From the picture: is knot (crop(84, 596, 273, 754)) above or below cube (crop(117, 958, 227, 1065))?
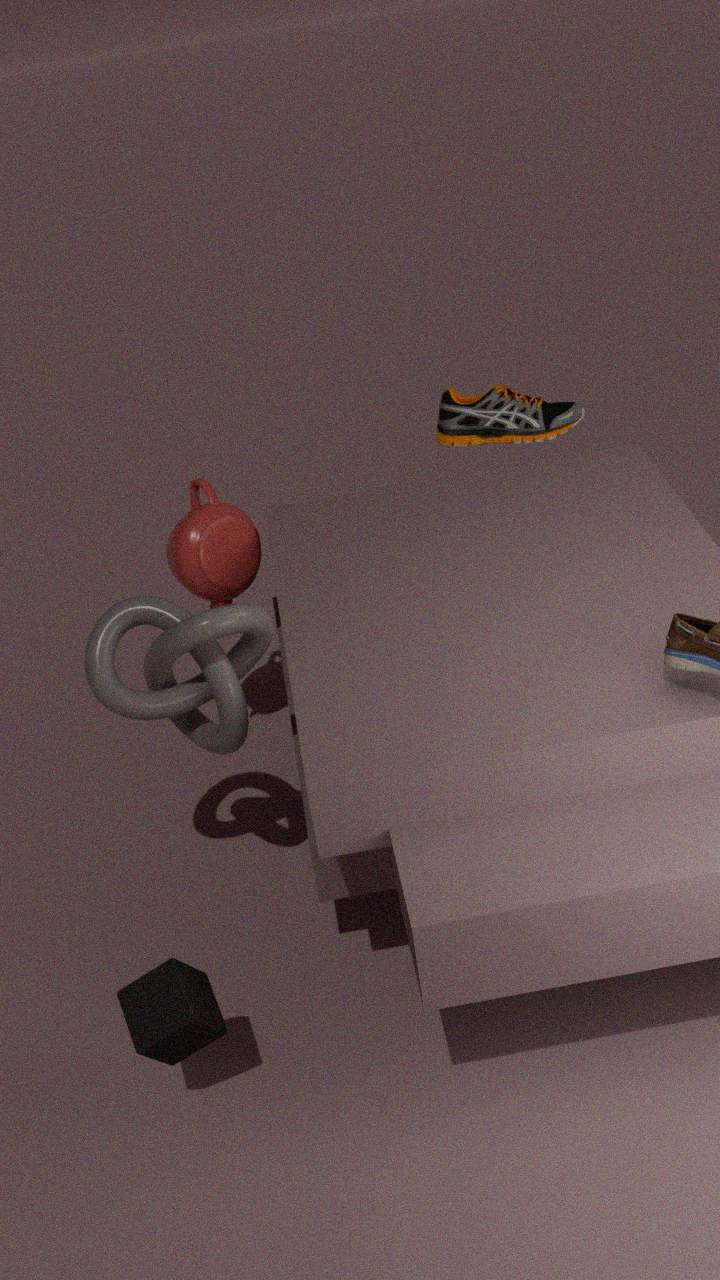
above
